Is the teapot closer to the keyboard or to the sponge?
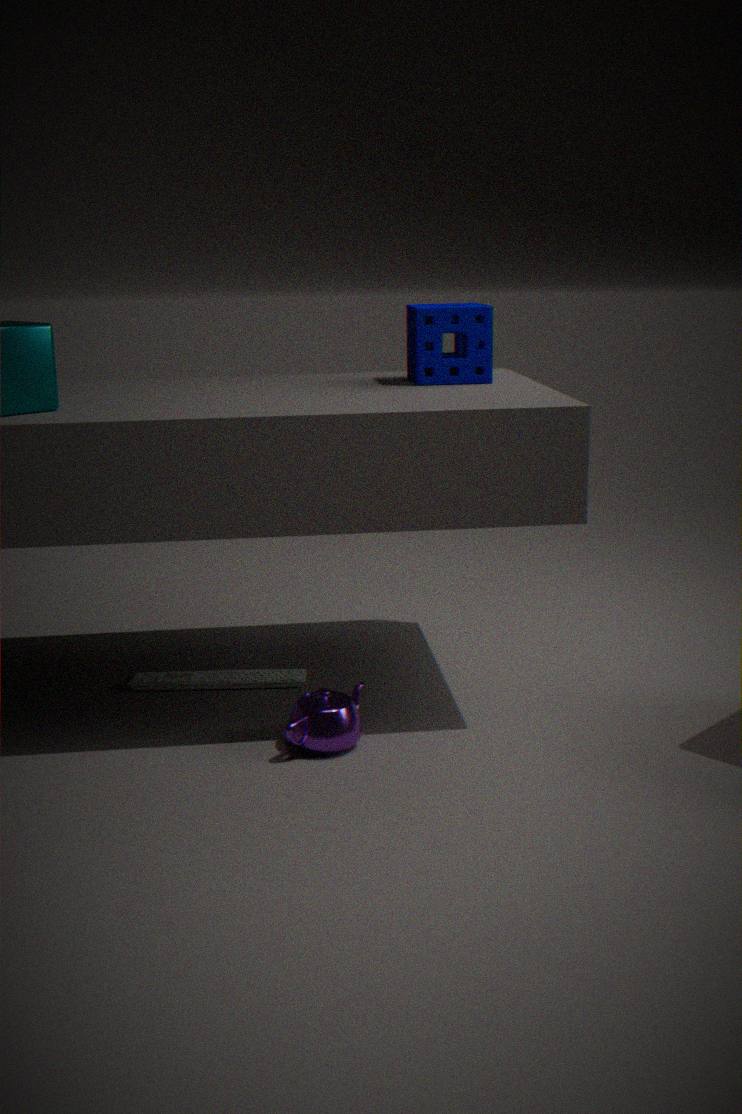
the keyboard
